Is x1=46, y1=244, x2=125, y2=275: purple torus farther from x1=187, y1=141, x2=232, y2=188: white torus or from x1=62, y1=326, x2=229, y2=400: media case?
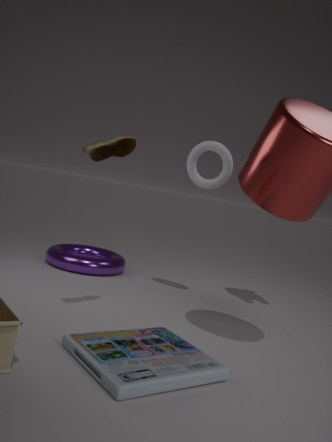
x1=62, y1=326, x2=229, y2=400: media case
